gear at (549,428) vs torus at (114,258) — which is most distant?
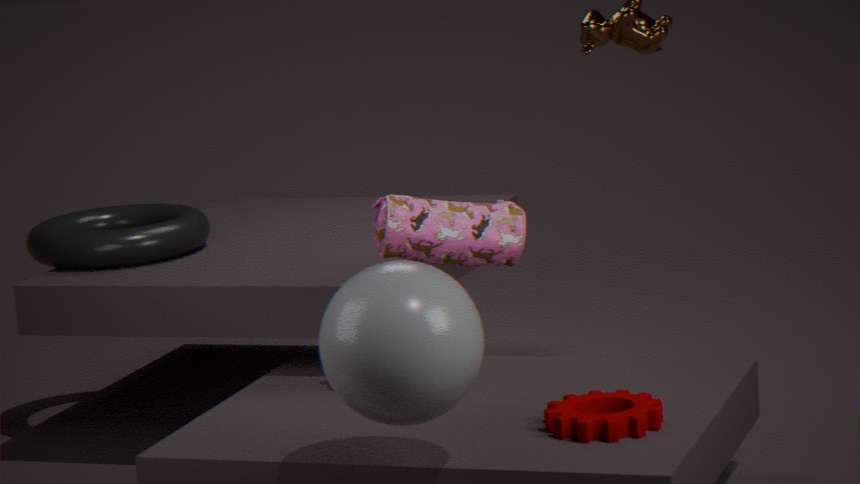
torus at (114,258)
